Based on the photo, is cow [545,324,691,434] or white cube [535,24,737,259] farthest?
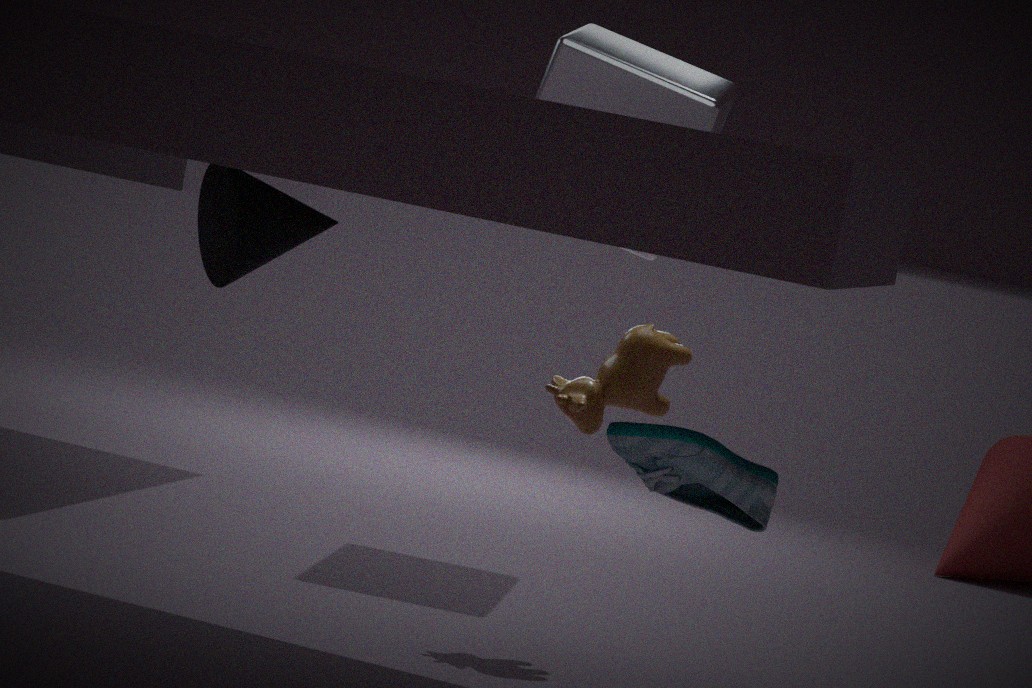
white cube [535,24,737,259]
